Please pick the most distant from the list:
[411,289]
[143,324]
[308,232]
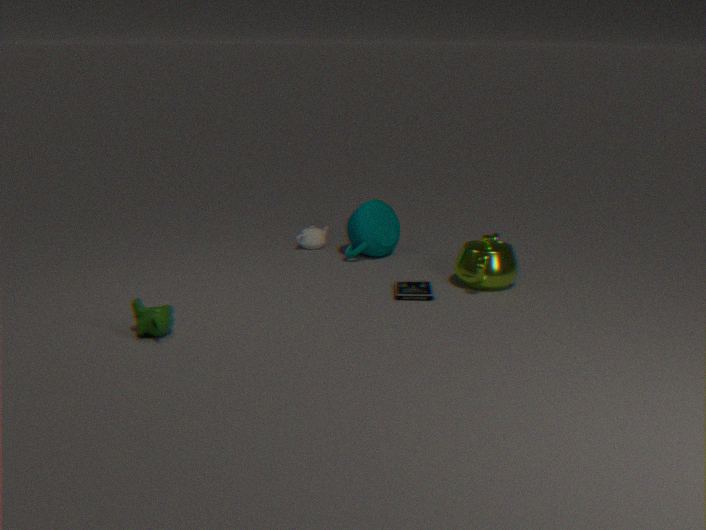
[308,232]
